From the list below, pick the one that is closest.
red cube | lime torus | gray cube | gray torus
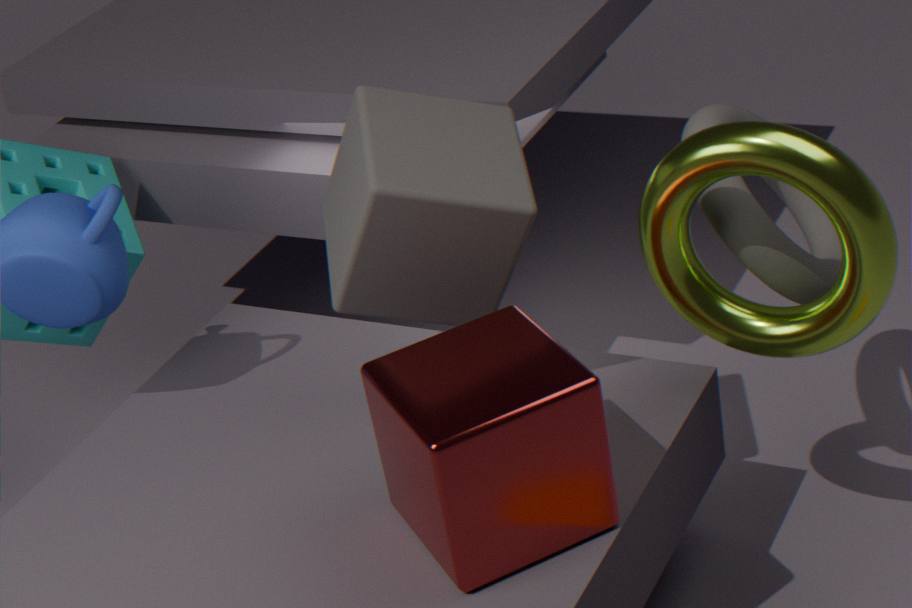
red cube
